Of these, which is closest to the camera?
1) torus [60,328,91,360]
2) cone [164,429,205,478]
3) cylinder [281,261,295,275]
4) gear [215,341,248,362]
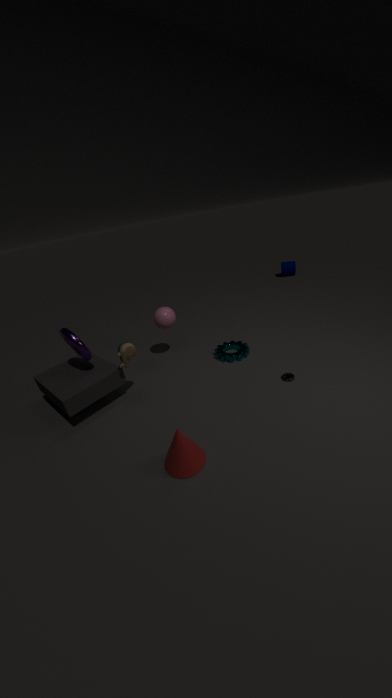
2. cone [164,429,205,478]
